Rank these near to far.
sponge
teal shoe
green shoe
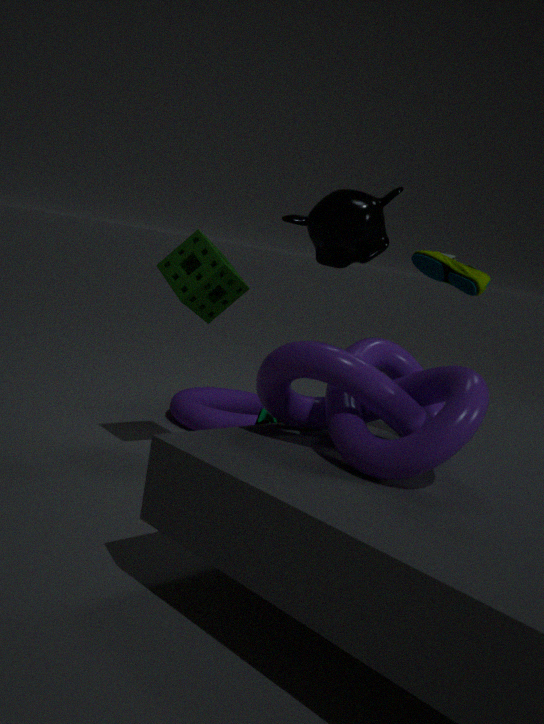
→ green shoe, sponge, teal shoe
